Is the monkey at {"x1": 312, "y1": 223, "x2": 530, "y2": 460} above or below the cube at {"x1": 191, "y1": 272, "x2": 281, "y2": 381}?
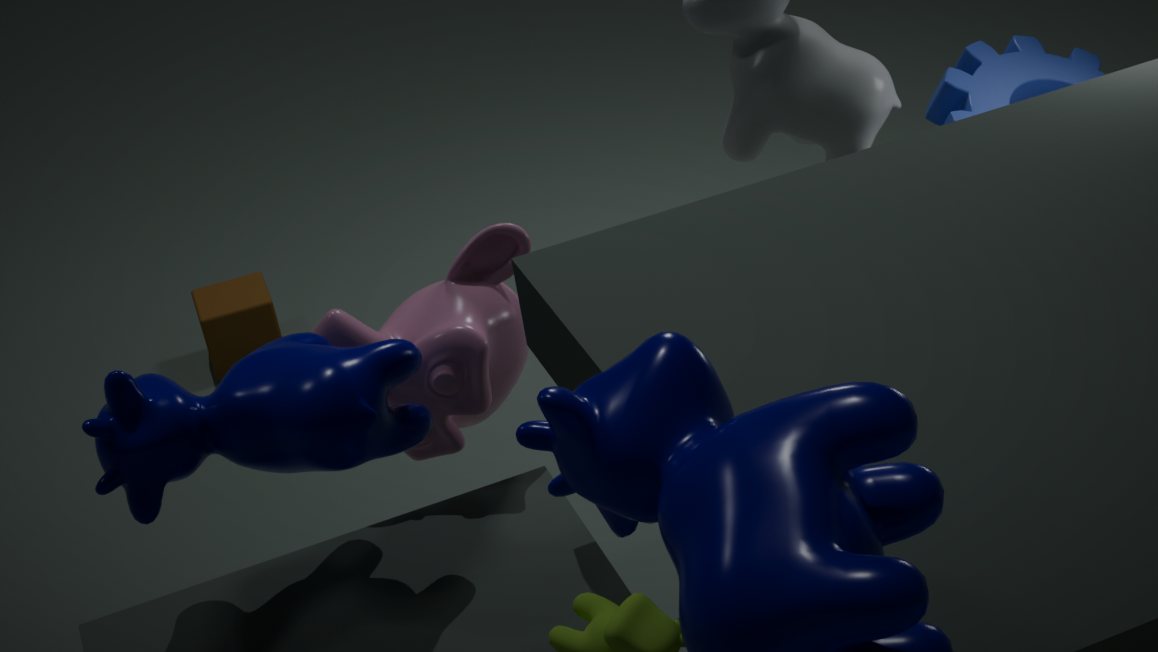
above
